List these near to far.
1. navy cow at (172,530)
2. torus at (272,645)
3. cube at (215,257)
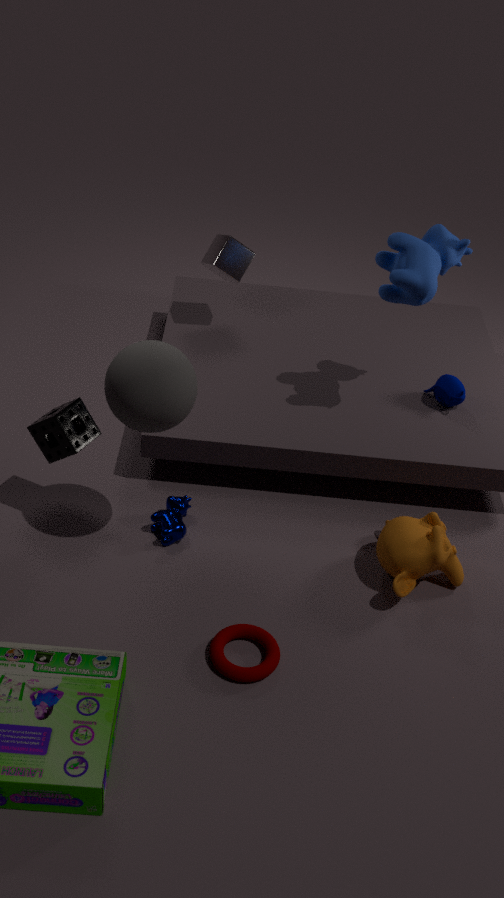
torus at (272,645)
navy cow at (172,530)
cube at (215,257)
